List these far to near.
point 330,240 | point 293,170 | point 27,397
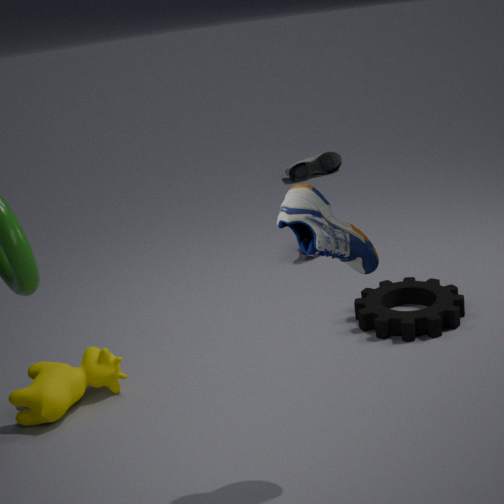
1. point 293,170
2. point 27,397
3. point 330,240
